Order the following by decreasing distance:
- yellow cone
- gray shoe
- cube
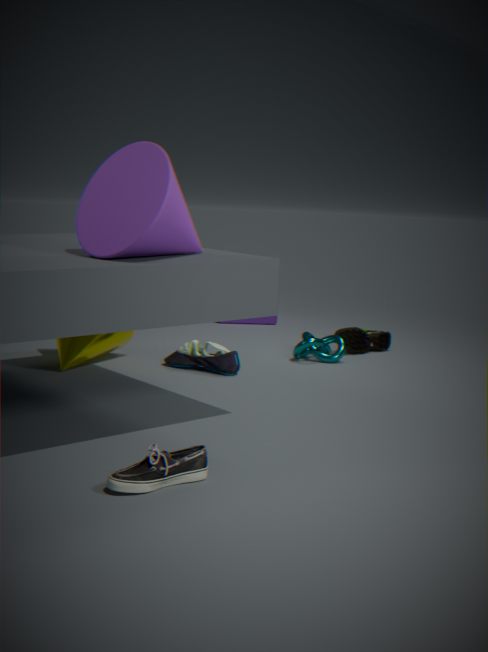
cube, yellow cone, gray shoe
